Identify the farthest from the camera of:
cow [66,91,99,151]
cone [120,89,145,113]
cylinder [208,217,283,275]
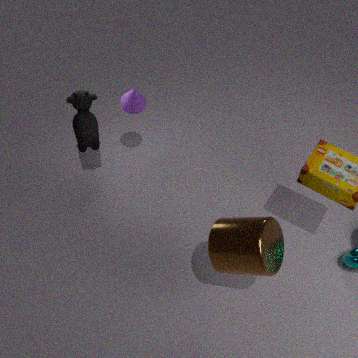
cone [120,89,145,113]
